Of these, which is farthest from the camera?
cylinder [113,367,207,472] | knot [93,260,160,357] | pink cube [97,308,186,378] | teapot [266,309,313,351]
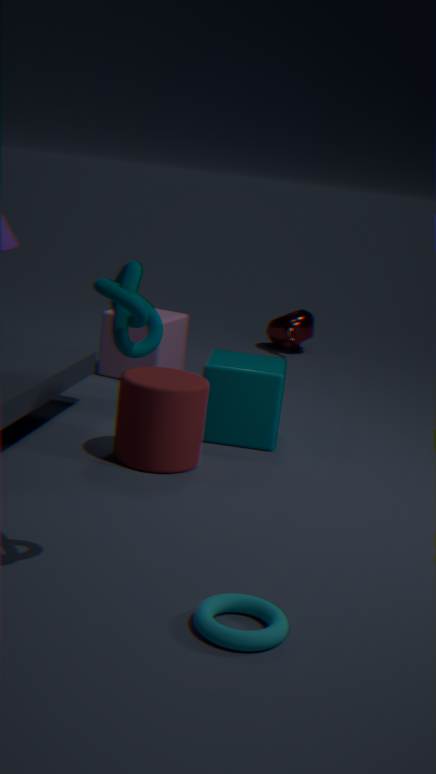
teapot [266,309,313,351]
